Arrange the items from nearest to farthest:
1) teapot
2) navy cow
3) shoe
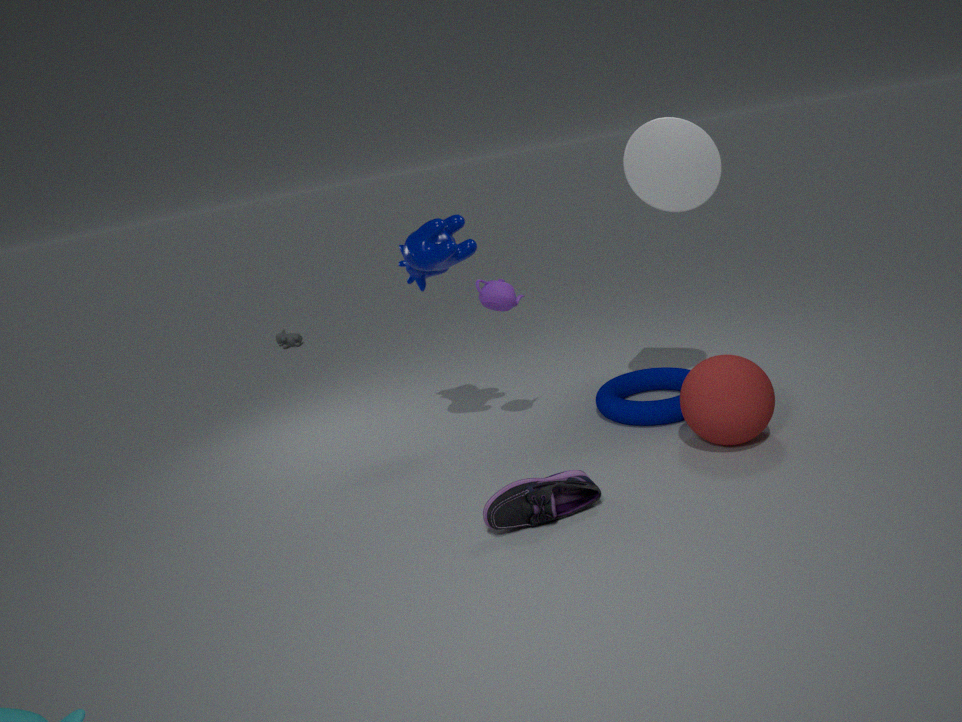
3. shoe < 2. navy cow < 1. teapot
